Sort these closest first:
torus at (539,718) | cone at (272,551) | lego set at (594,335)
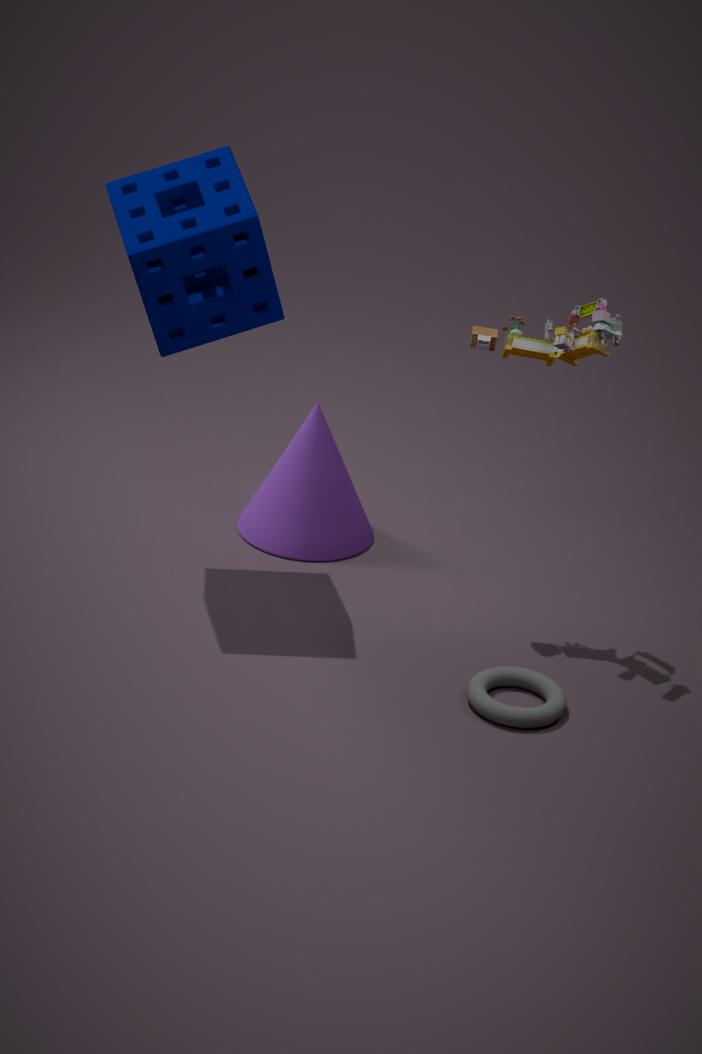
torus at (539,718), lego set at (594,335), cone at (272,551)
